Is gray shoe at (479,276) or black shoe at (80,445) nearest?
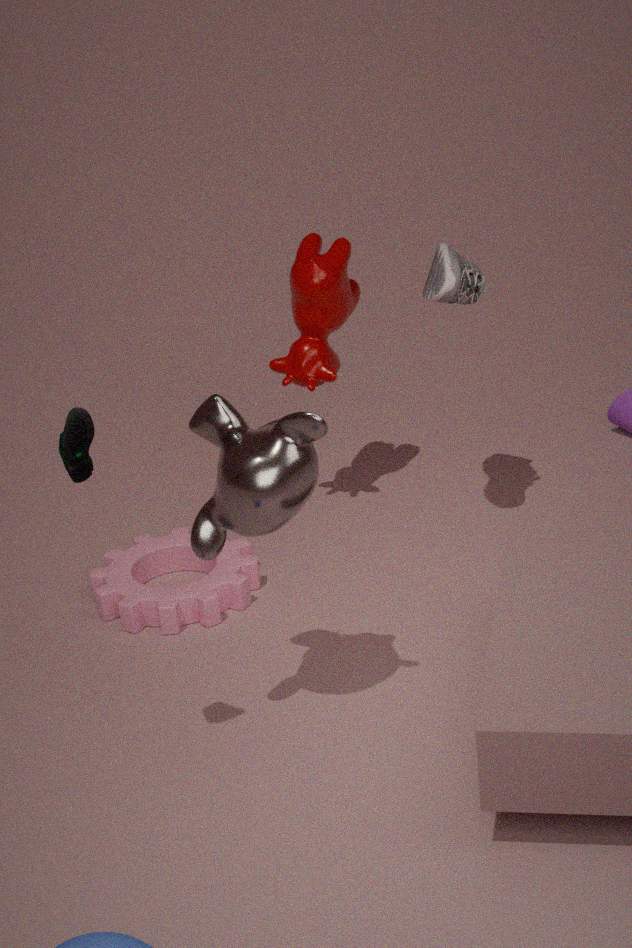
black shoe at (80,445)
